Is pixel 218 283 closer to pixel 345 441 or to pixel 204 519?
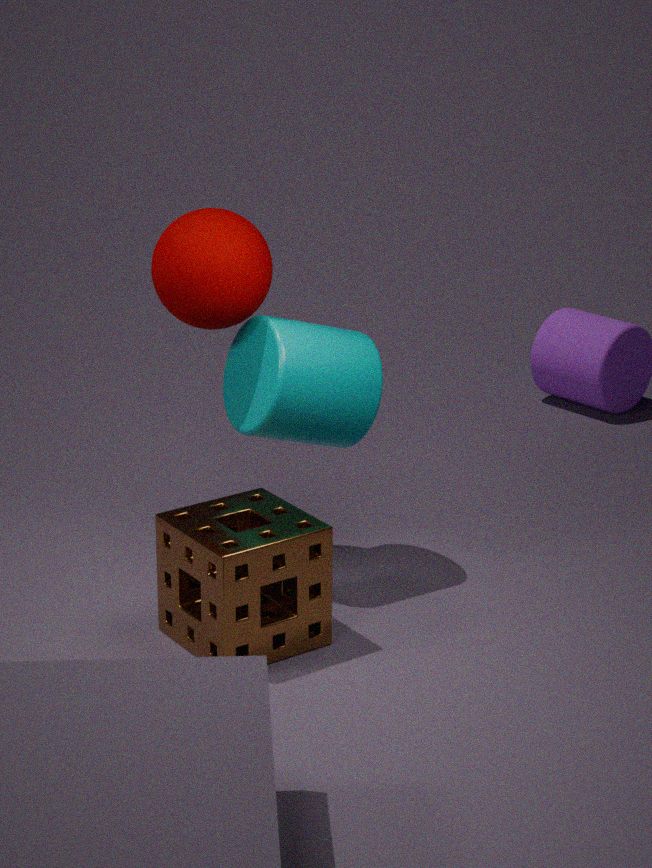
pixel 345 441
